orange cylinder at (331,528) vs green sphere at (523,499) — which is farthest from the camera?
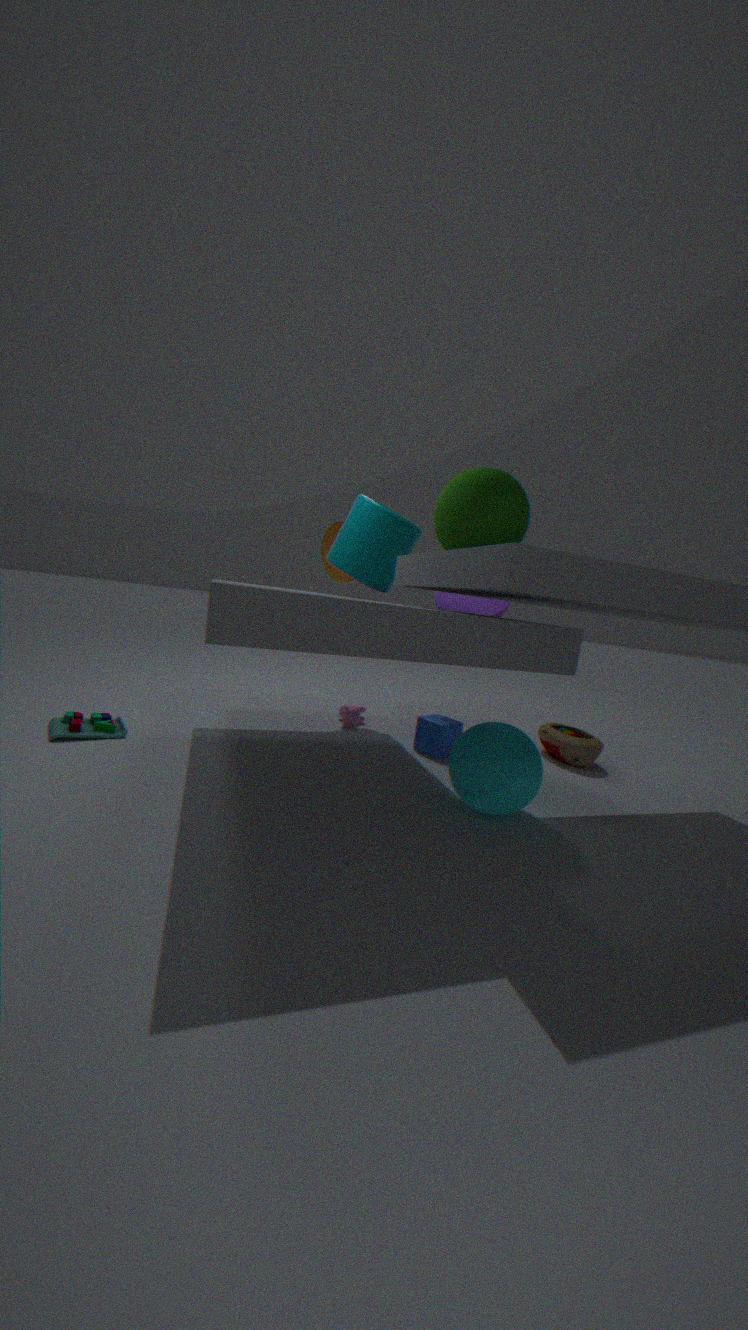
orange cylinder at (331,528)
